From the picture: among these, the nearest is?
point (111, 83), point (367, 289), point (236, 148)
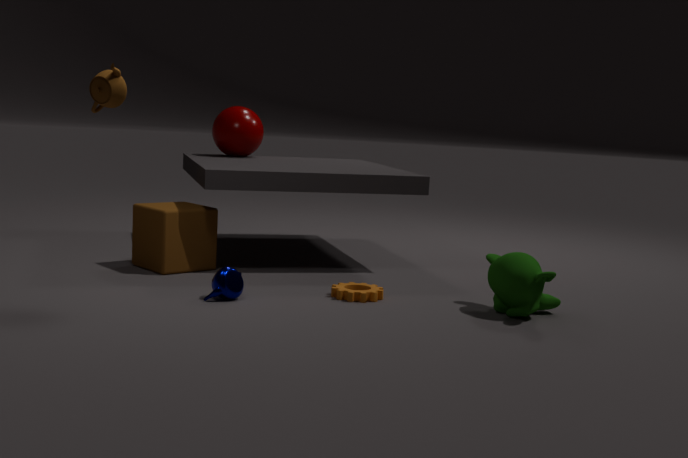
point (111, 83)
